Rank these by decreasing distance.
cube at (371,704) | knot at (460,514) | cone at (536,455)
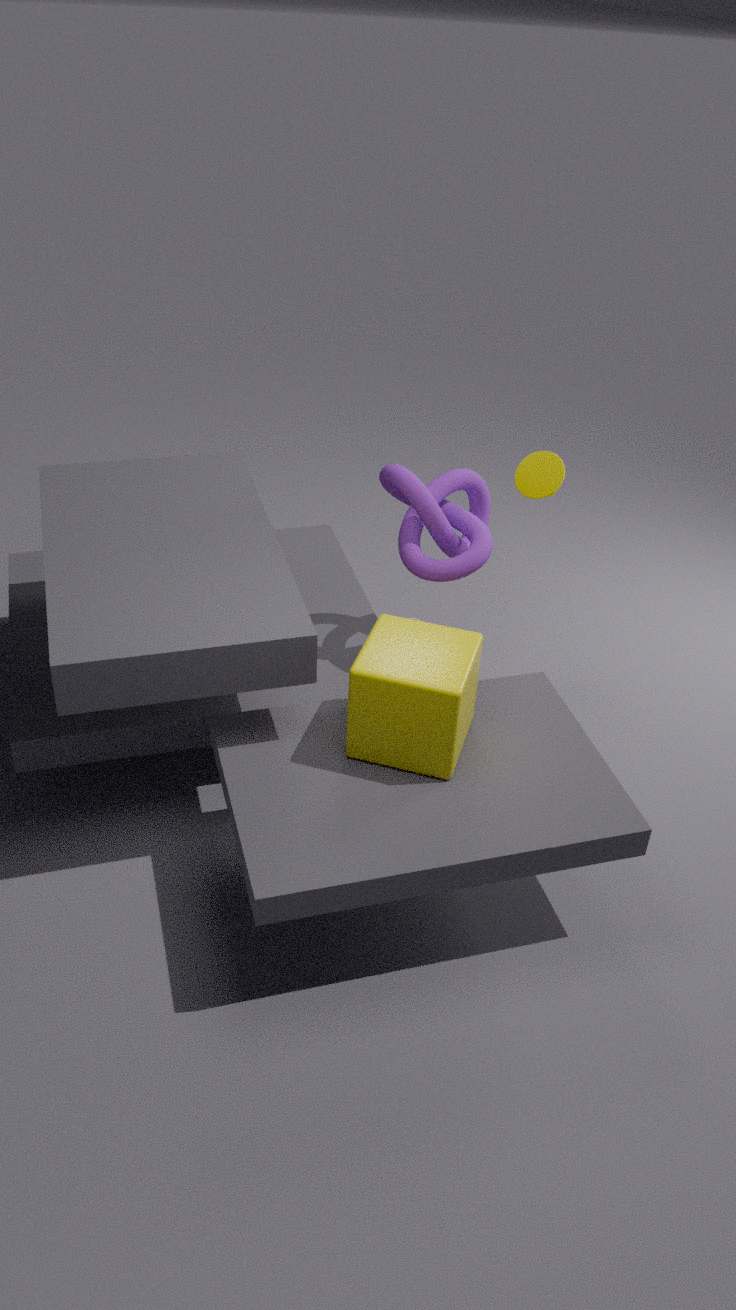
cone at (536,455), knot at (460,514), cube at (371,704)
